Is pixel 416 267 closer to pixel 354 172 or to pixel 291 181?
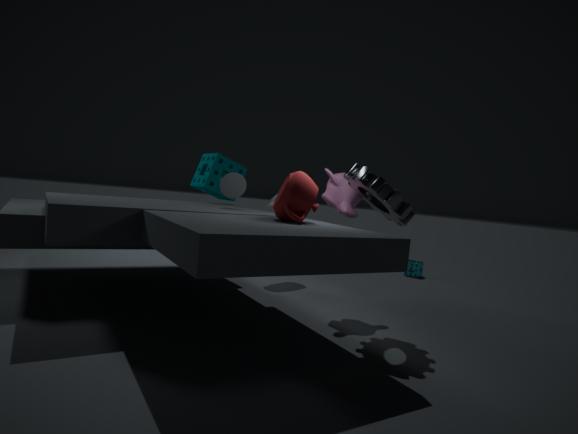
pixel 354 172
